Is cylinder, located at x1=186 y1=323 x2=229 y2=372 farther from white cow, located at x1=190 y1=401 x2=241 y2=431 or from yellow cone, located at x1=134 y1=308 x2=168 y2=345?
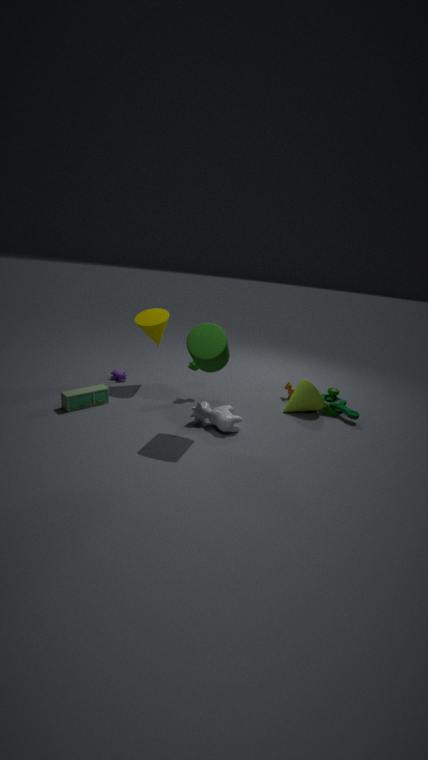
yellow cone, located at x1=134 y1=308 x2=168 y2=345
